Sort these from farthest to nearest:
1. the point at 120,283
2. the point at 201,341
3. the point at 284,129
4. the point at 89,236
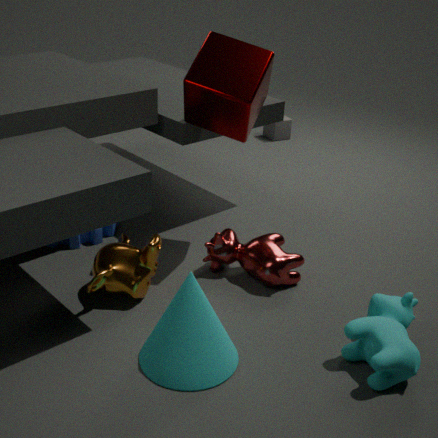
the point at 284,129 < the point at 89,236 < the point at 120,283 < the point at 201,341
